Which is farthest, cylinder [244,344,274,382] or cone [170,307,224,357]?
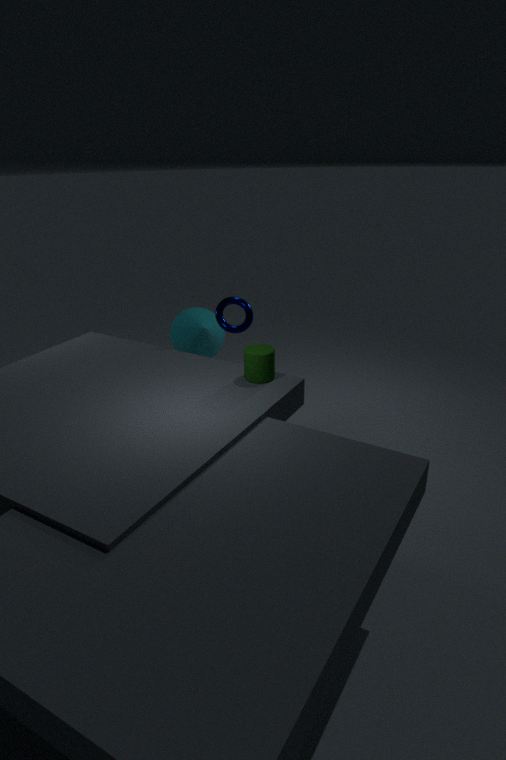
cone [170,307,224,357]
